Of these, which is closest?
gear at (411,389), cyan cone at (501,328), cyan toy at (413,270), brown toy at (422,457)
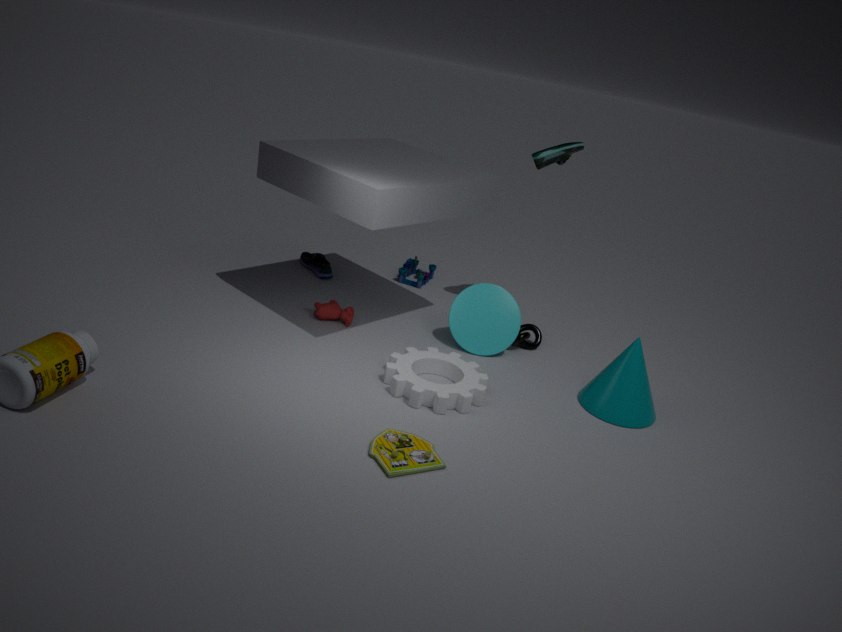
brown toy at (422,457)
